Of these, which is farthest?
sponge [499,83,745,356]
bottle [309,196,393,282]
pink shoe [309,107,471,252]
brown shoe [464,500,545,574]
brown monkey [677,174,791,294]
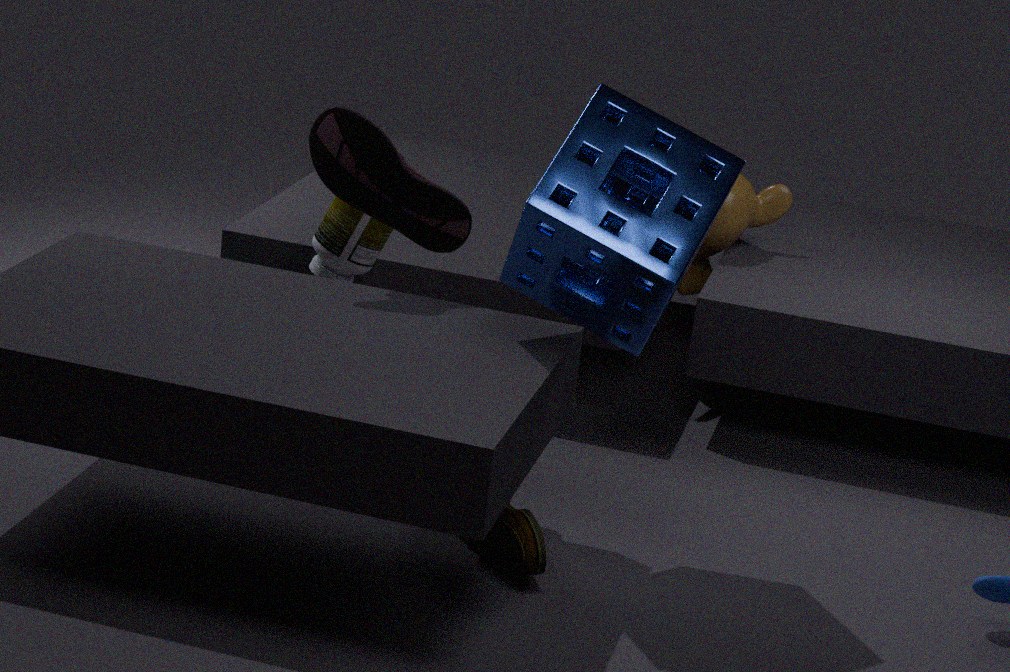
brown monkey [677,174,791,294]
